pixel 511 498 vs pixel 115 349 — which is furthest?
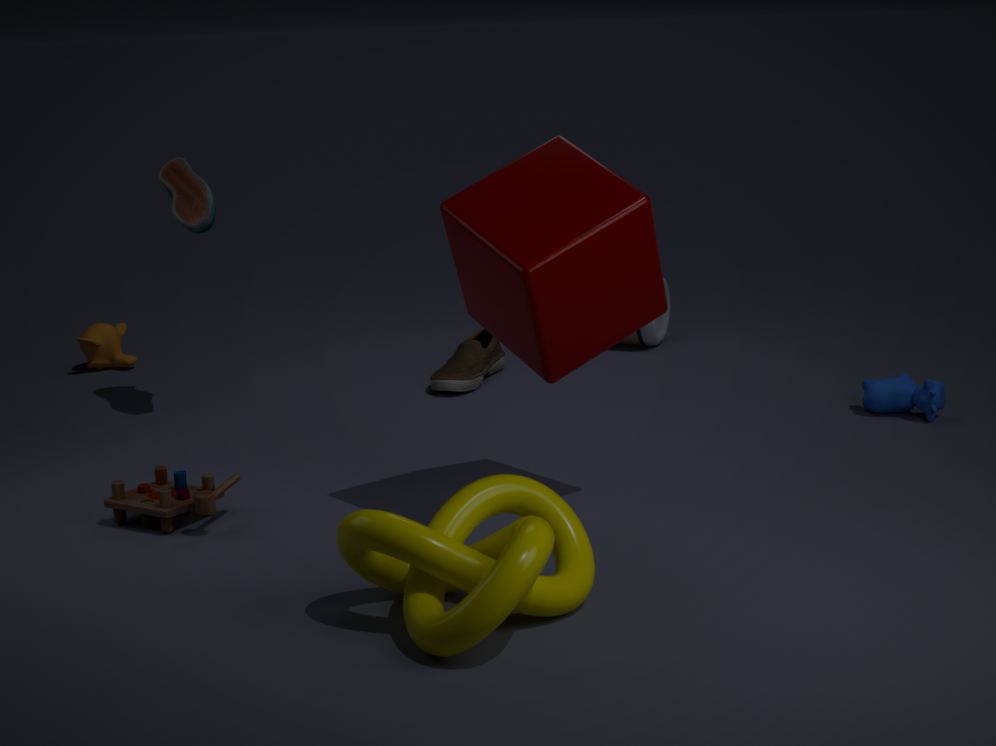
pixel 115 349
